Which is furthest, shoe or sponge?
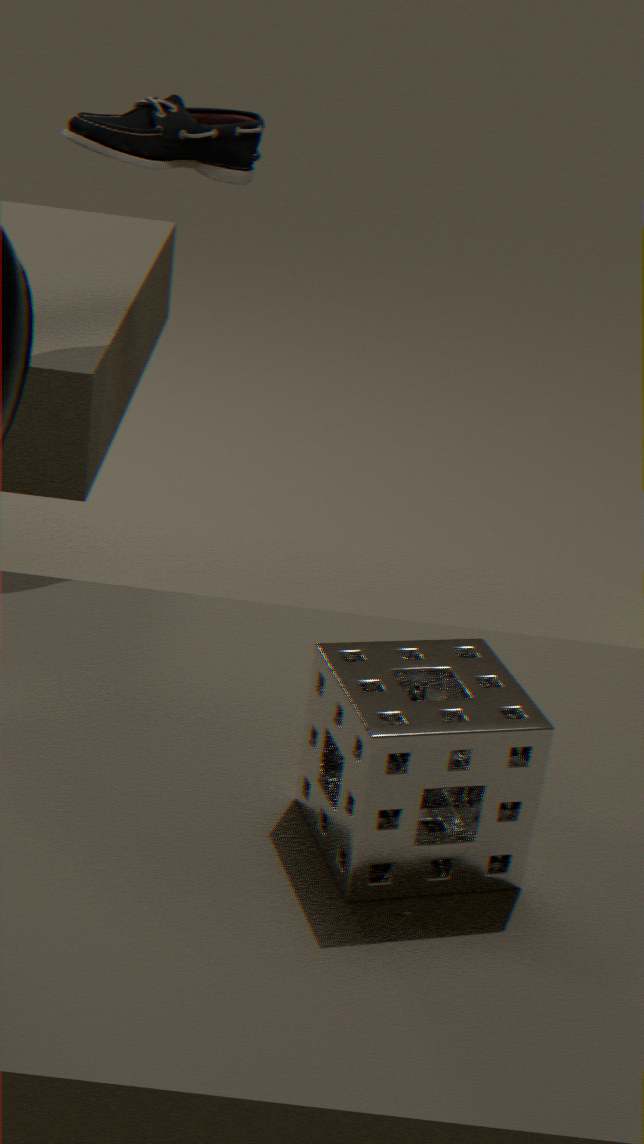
shoe
